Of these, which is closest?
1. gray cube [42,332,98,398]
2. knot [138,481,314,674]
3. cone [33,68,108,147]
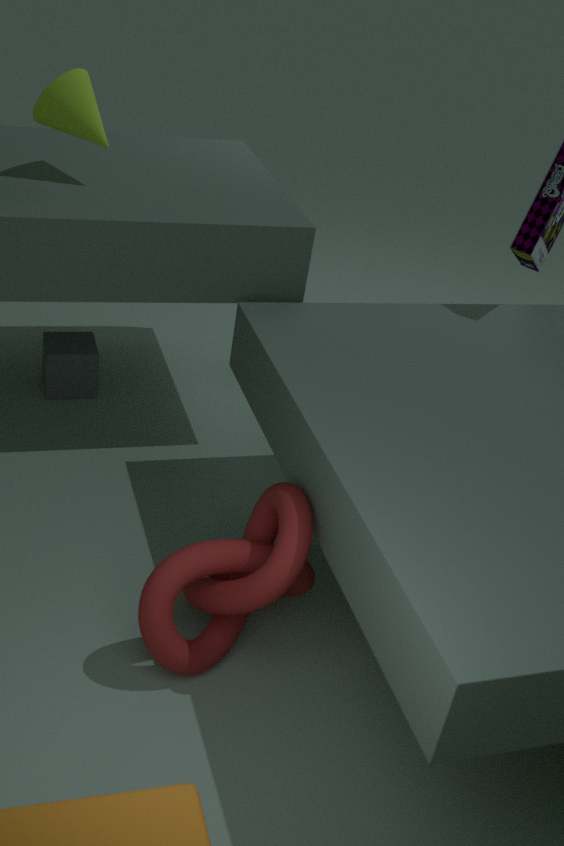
knot [138,481,314,674]
